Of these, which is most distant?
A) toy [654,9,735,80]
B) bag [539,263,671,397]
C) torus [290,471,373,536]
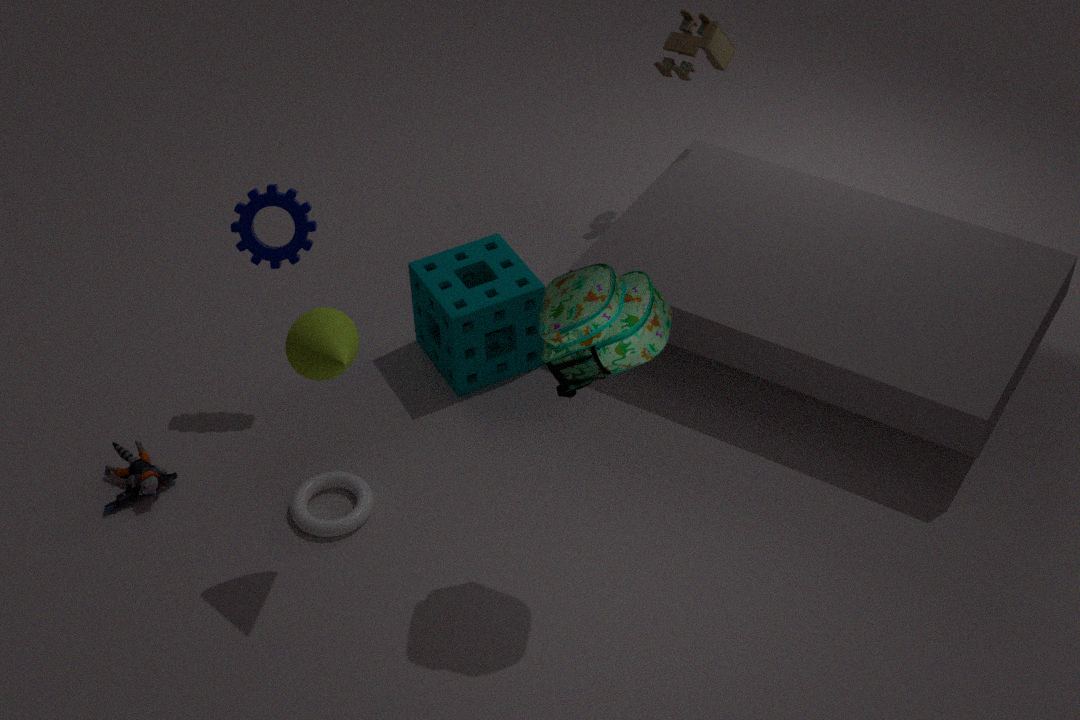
toy [654,9,735,80]
